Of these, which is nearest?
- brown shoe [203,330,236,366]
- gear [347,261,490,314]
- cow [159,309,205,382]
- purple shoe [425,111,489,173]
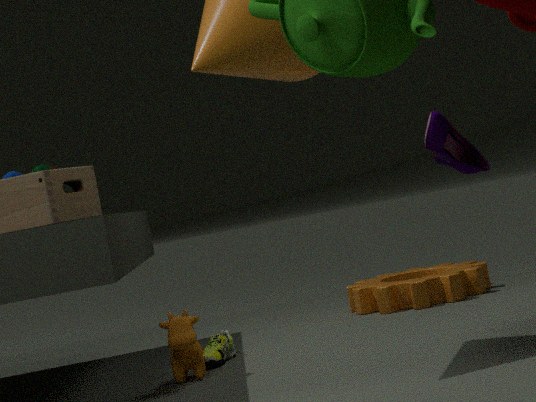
purple shoe [425,111,489,173]
